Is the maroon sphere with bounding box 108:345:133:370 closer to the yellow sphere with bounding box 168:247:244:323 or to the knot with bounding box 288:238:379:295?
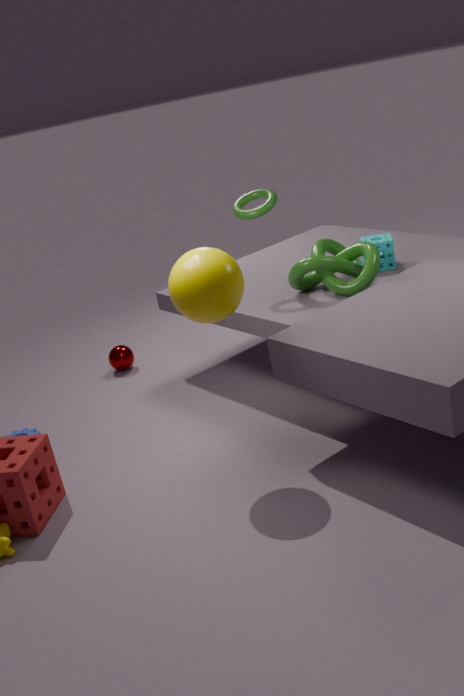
the knot with bounding box 288:238:379:295
